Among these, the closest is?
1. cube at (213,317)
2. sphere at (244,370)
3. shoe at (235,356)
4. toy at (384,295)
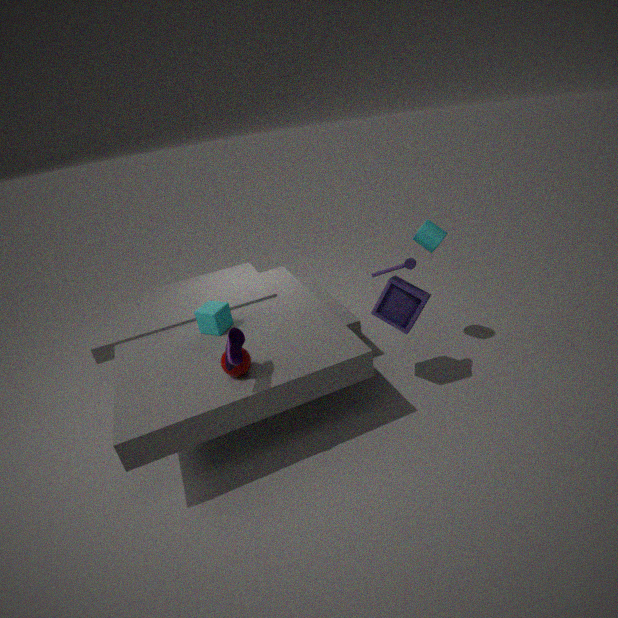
shoe at (235,356)
